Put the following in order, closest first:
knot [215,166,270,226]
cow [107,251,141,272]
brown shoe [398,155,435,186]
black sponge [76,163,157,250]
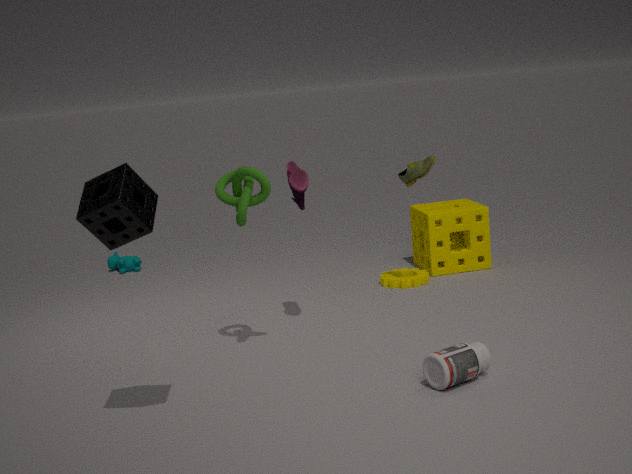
1. black sponge [76,163,157,250]
2. knot [215,166,270,226]
3. brown shoe [398,155,435,186]
4. cow [107,251,141,272]
